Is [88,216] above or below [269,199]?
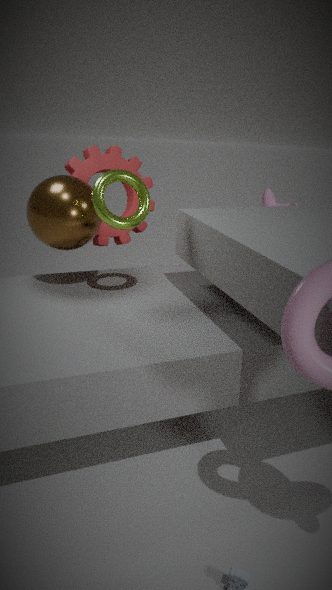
above
